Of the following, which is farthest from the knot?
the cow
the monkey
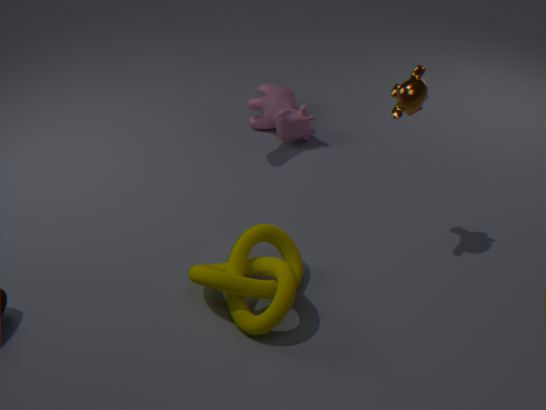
the cow
